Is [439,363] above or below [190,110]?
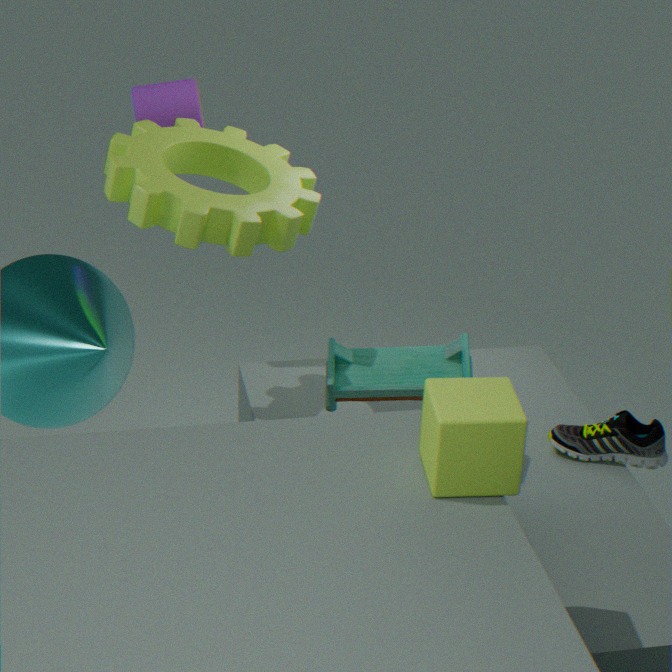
below
